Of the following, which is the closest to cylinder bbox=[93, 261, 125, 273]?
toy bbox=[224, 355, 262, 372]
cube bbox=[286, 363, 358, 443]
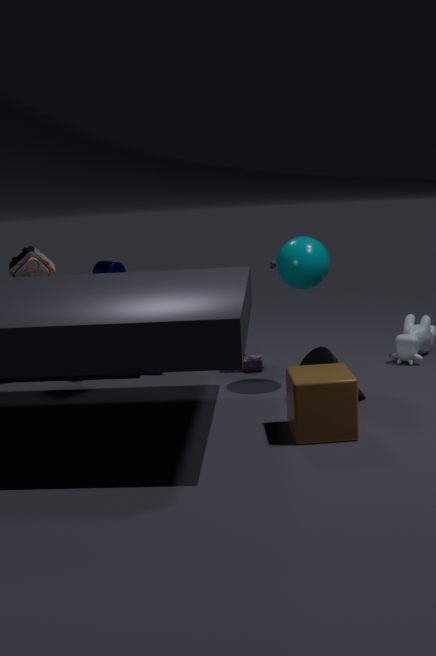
toy bbox=[224, 355, 262, 372]
